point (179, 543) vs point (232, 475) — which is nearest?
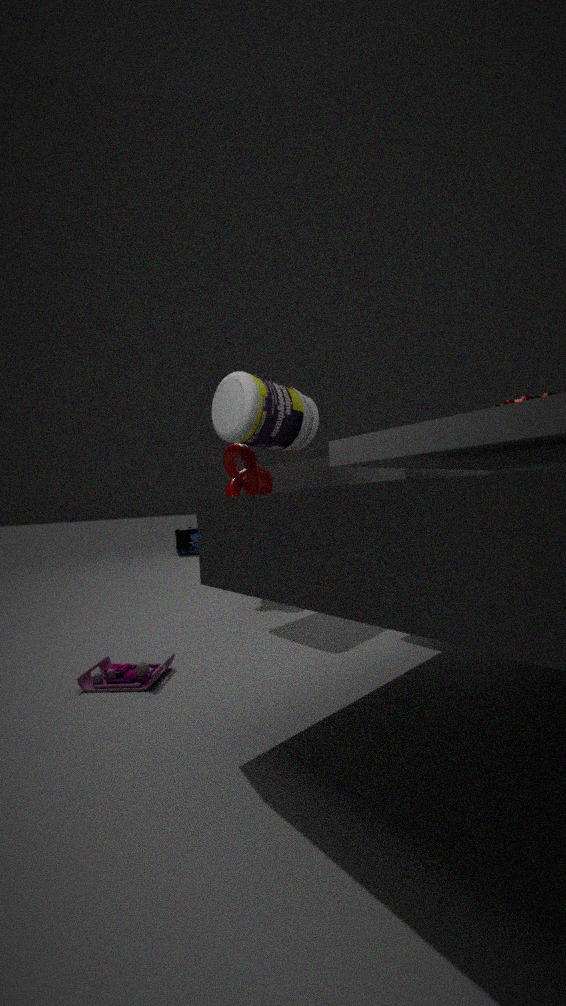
point (232, 475)
